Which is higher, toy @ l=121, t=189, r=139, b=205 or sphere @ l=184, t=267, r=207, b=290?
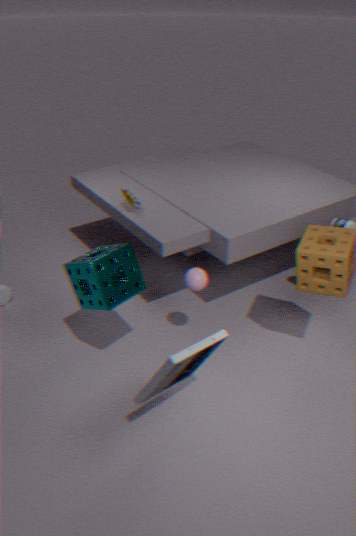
toy @ l=121, t=189, r=139, b=205
